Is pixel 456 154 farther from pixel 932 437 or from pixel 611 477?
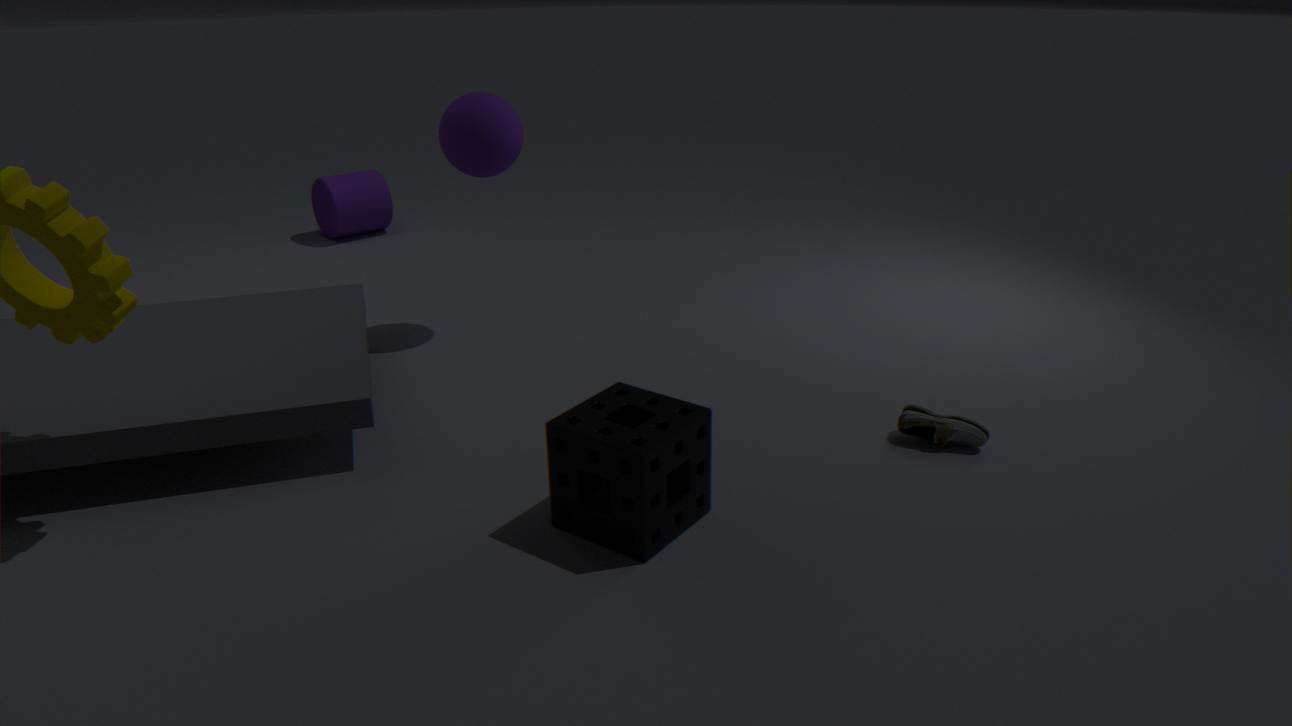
pixel 932 437
